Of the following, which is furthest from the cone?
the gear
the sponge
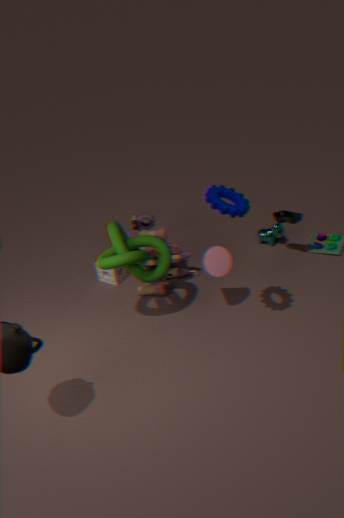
the sponge
